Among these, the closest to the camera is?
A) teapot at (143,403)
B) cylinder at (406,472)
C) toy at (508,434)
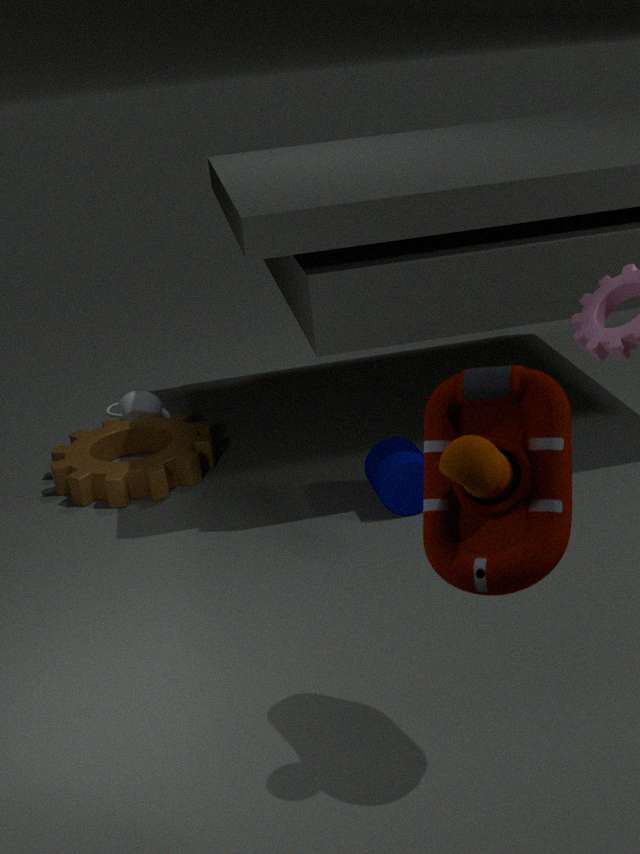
toy at (508,434)
